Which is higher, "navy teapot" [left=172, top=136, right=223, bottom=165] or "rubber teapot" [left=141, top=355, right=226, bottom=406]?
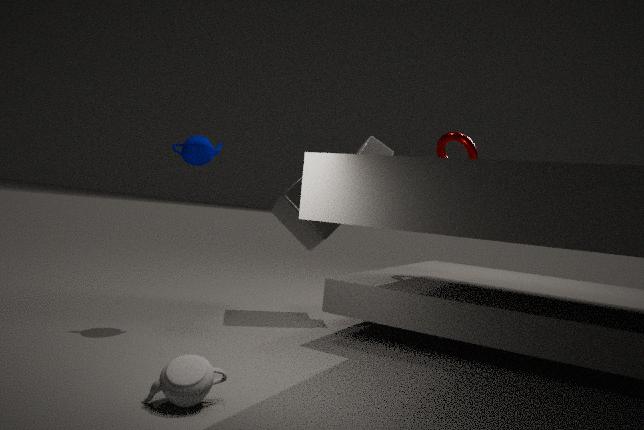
"navy teapot" [left=172, top=136, right=223, bottom=165]
